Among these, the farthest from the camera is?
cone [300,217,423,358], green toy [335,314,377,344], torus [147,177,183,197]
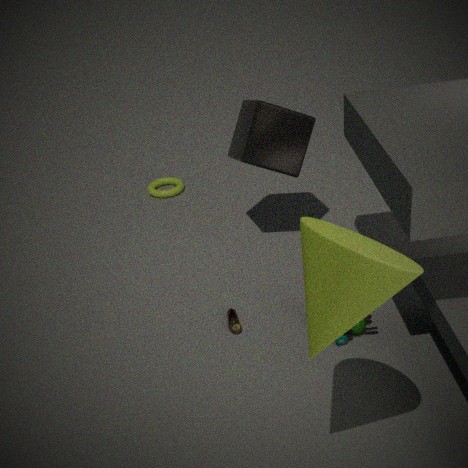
torus [147,177,183,197]
